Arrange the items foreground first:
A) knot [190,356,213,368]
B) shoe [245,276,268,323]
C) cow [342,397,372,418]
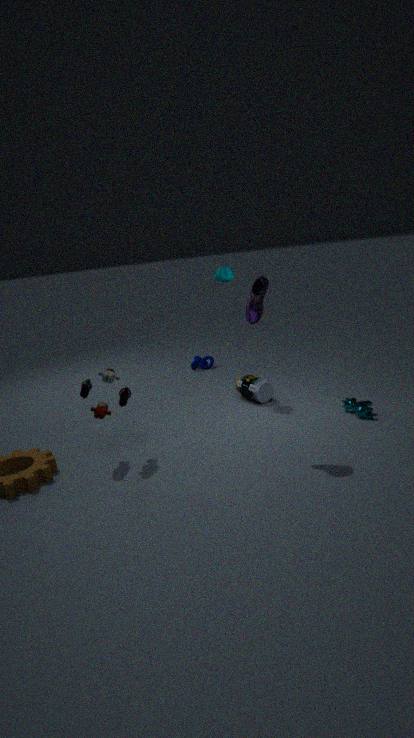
shoe [245,276,268,323], cow [342,397,372,418], knot [190,356,213,368]
